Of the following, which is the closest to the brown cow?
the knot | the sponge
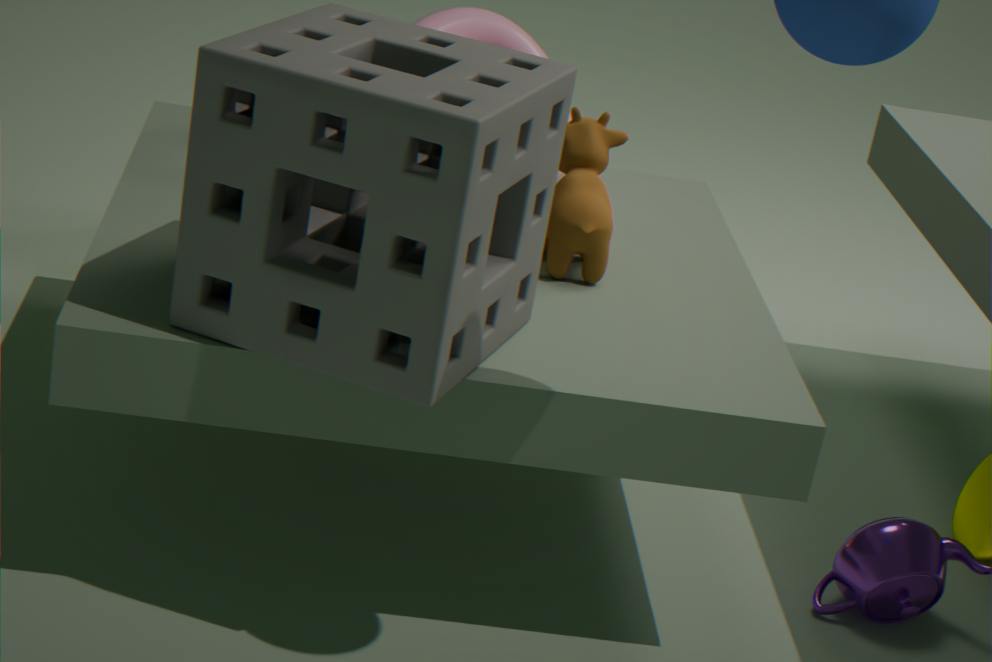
the knot
